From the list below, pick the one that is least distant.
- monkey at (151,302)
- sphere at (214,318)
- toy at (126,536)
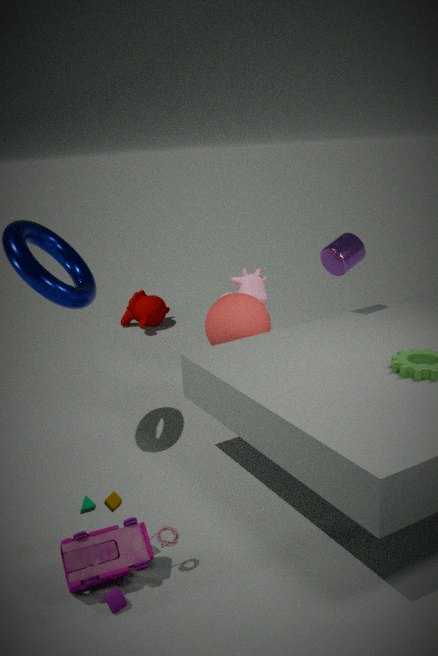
toy at (126,536)
